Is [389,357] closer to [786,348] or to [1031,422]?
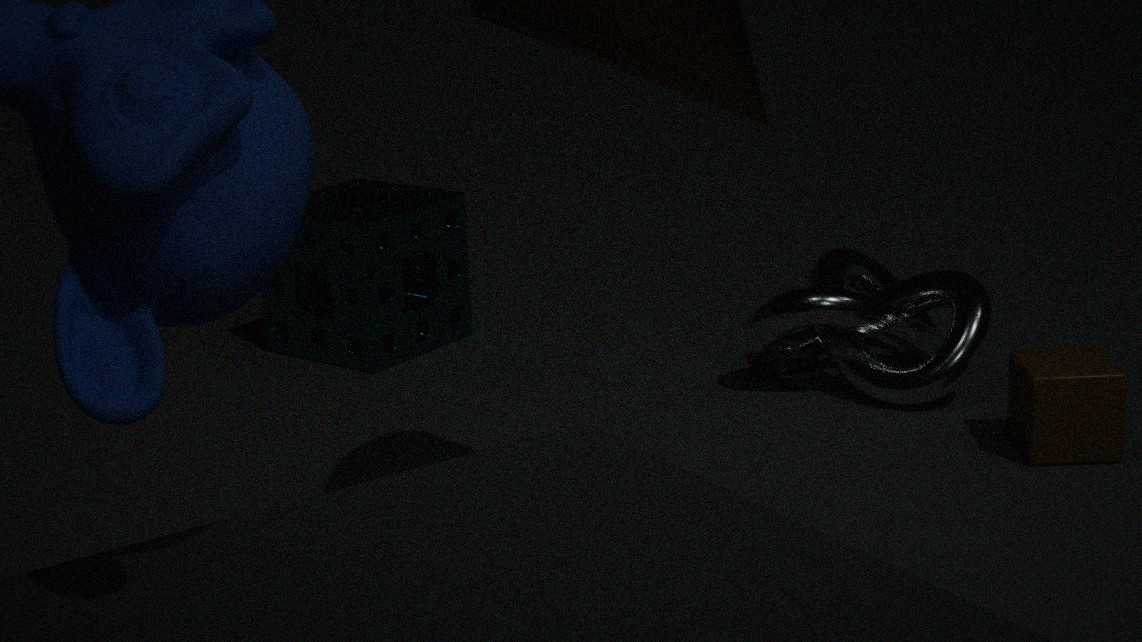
[786,348]
